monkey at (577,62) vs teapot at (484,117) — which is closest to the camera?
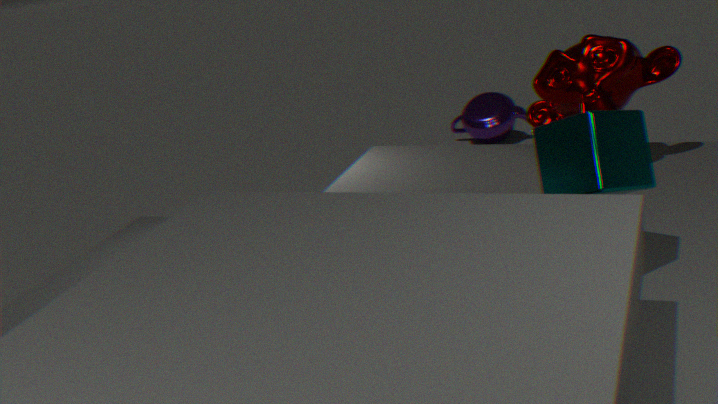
monkey at (577,62)
